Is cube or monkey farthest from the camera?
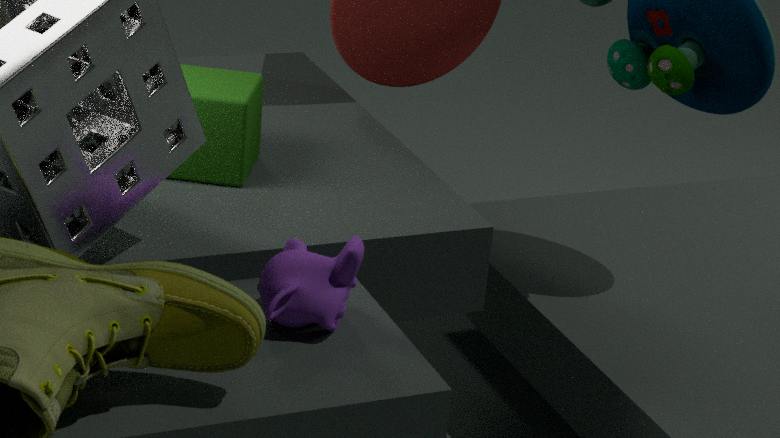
cube
